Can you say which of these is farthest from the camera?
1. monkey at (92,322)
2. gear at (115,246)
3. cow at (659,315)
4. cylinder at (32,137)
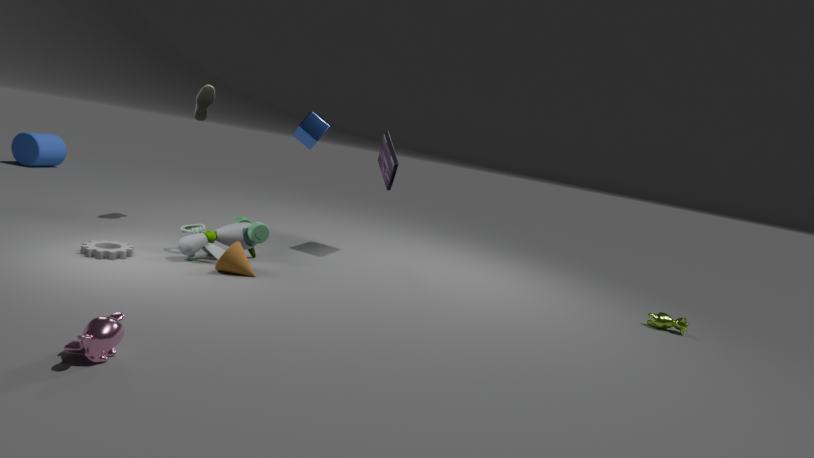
cylinder at (32,137)
